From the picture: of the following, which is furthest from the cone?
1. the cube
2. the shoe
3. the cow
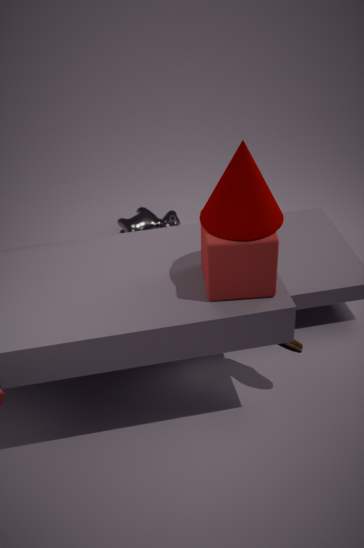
the cow
